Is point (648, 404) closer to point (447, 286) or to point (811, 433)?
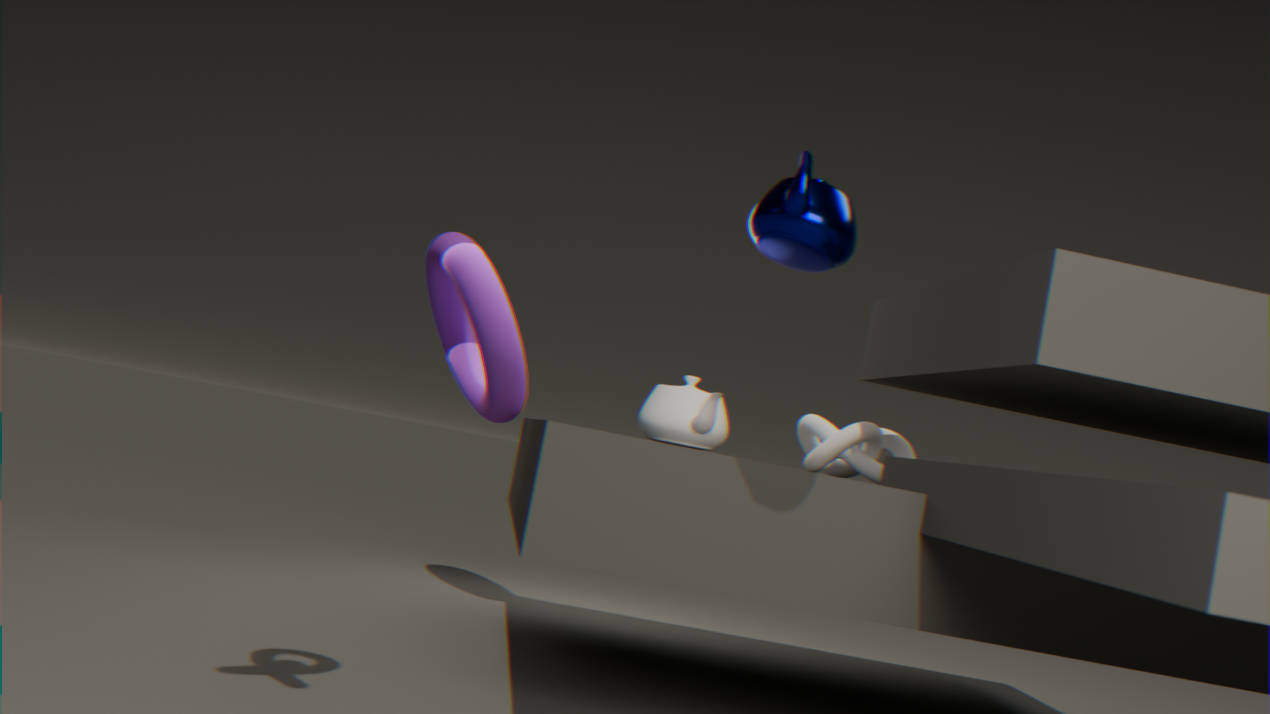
point (811, 433)
